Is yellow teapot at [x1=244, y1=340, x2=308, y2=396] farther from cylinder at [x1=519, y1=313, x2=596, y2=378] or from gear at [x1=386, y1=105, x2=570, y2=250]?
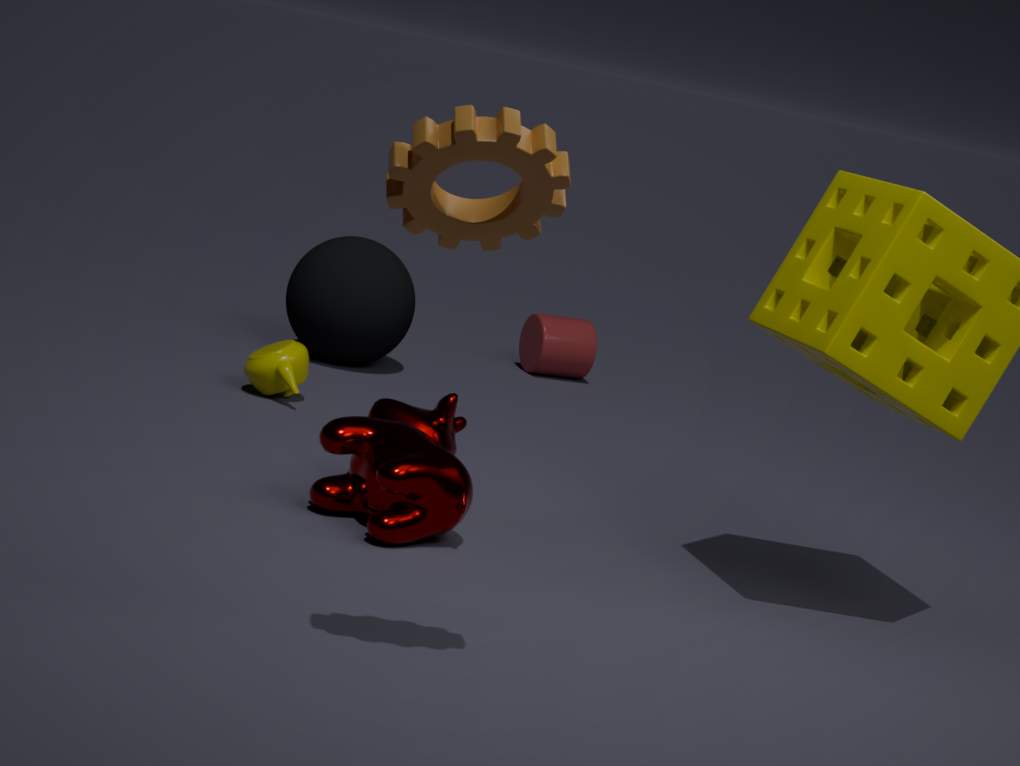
gear at [x1=386, y1=105, x2=570, y2=250]
